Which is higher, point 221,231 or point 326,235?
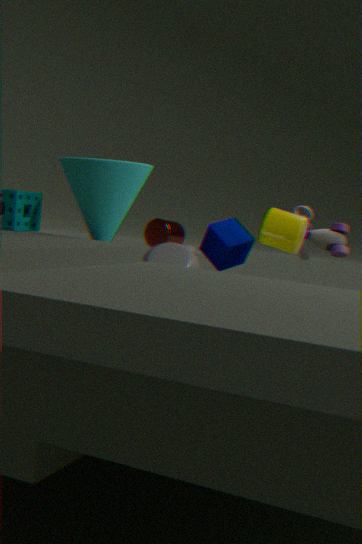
point 326,235
